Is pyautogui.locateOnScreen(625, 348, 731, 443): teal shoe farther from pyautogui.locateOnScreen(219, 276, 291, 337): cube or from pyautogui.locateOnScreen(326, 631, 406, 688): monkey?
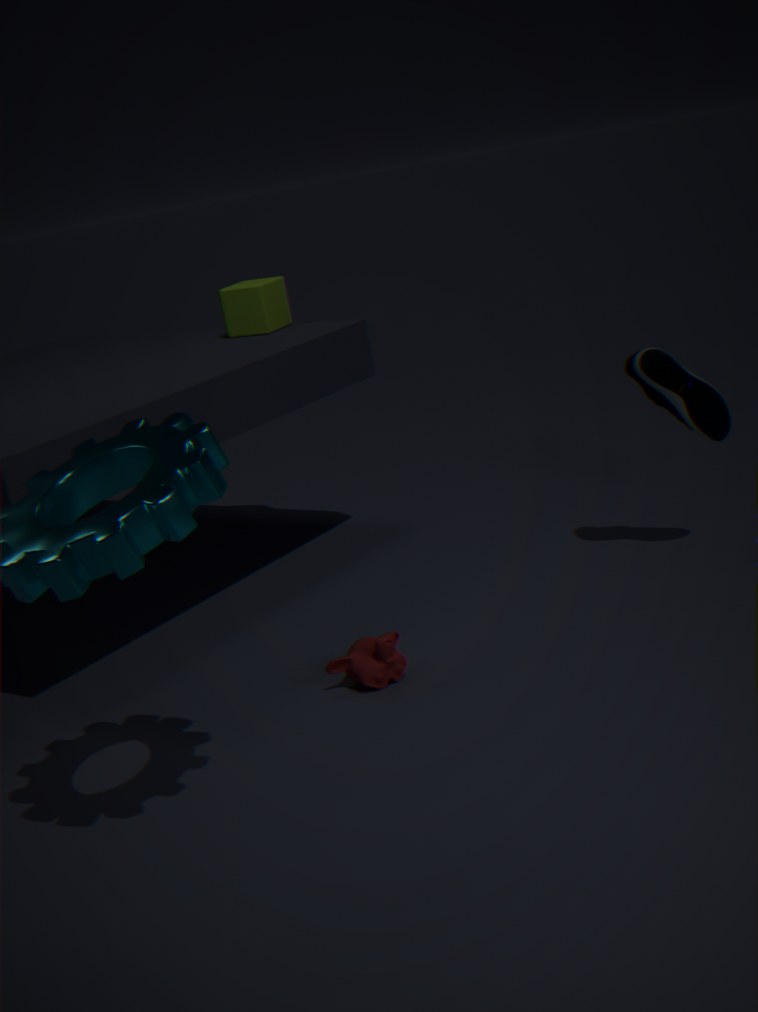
pyautogui.locateOnScreen(219, 276, 291, 337): cube
